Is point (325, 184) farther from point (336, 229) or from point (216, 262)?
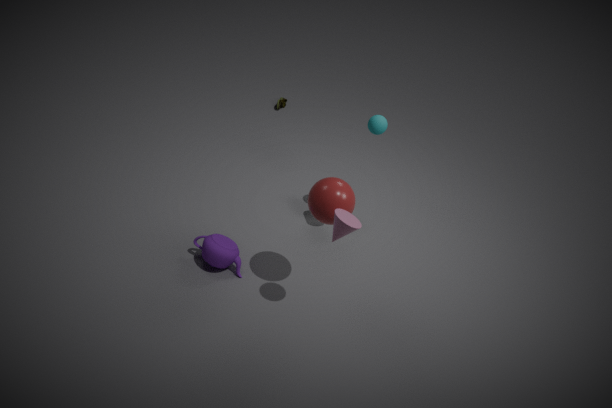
point (216, 262)
